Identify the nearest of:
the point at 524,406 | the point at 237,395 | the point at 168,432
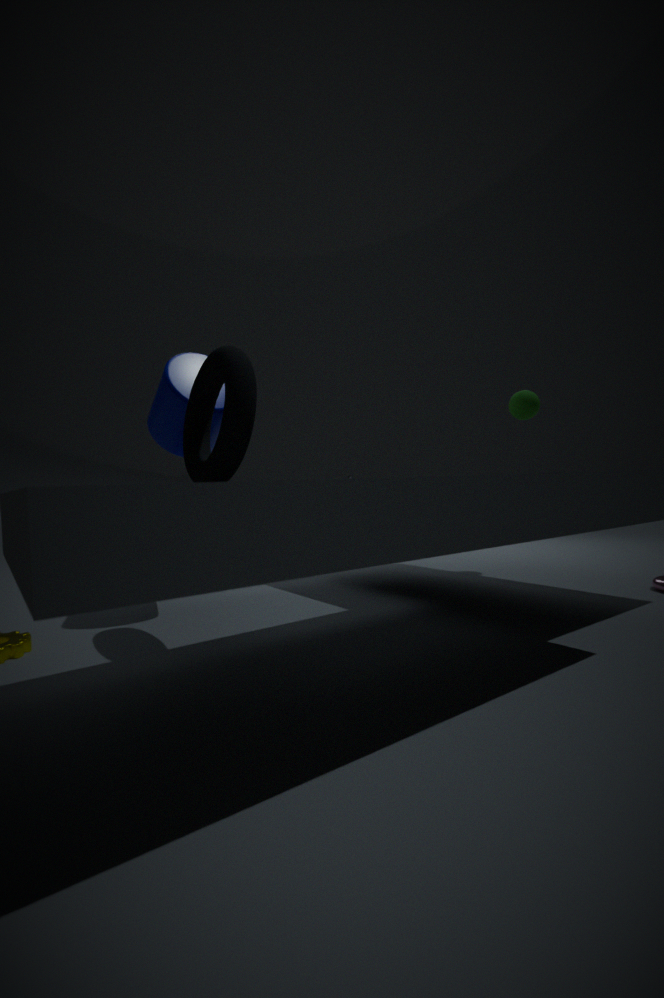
the point at 237,395
